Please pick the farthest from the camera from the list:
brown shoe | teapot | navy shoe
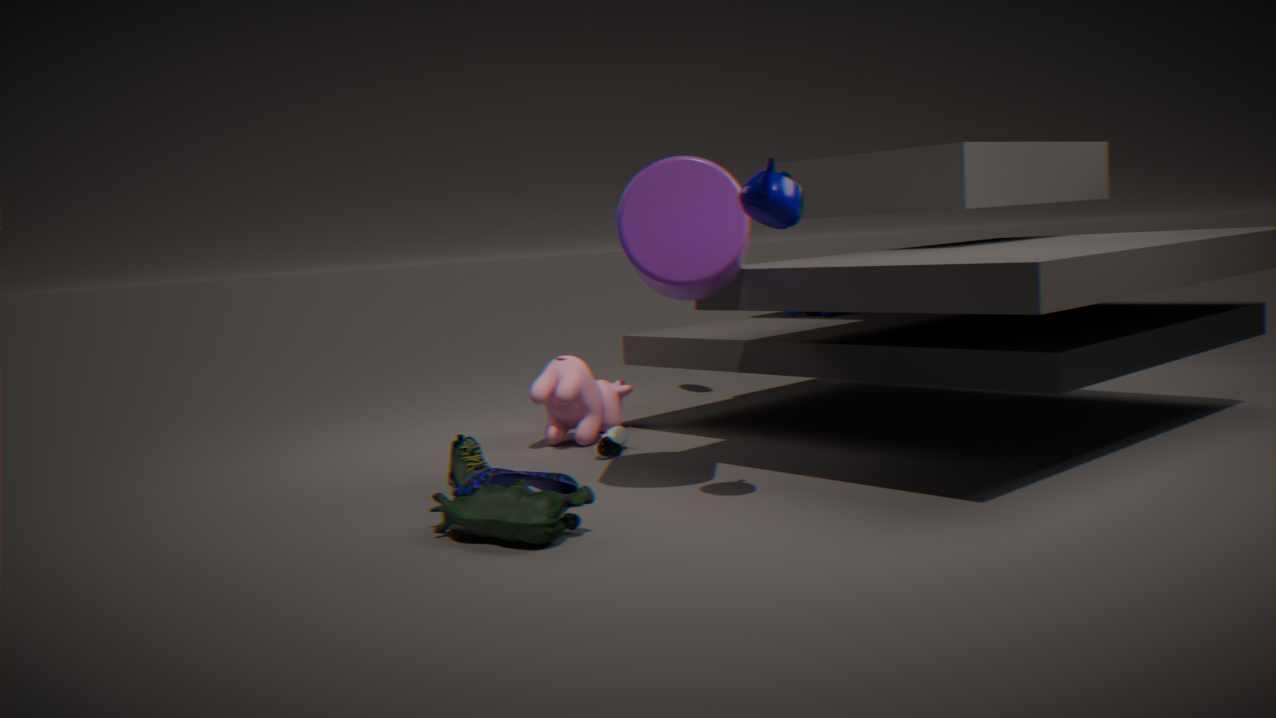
brown shoe
